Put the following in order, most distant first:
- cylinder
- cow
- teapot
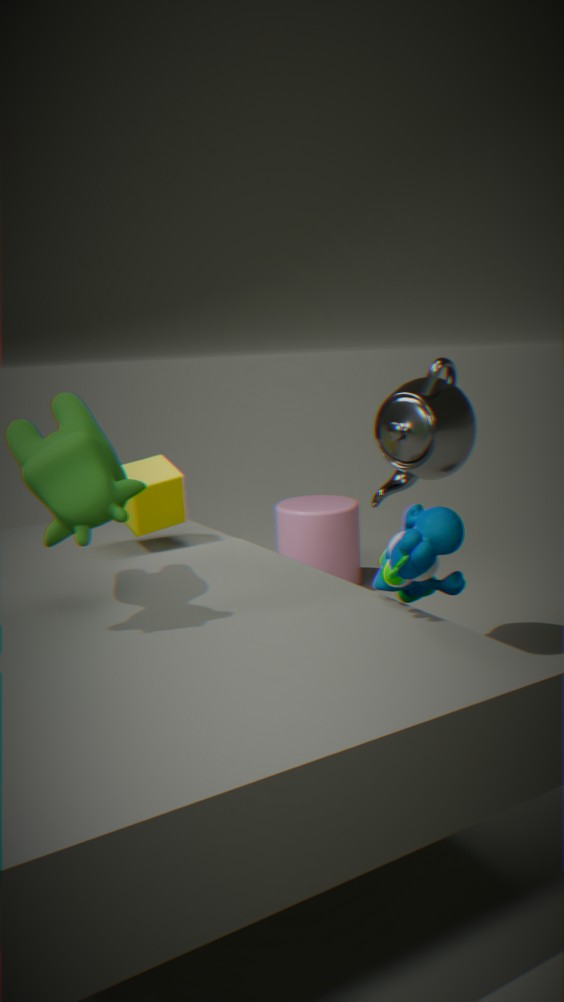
cylinder < teapot < cow
